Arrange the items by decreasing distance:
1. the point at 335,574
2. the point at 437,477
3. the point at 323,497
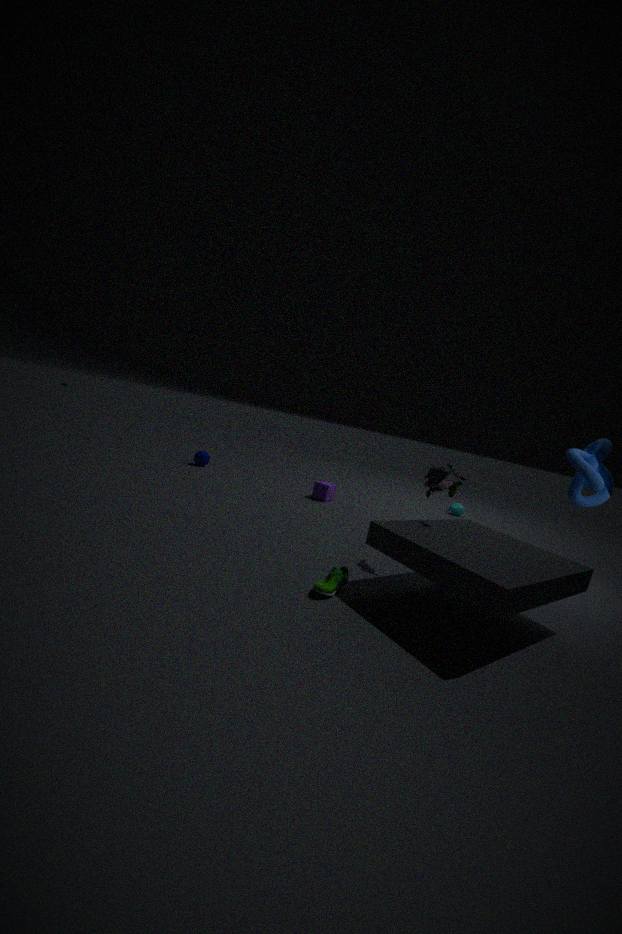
the point at 323,497 → the point at 437,477 → the point at 335,574
